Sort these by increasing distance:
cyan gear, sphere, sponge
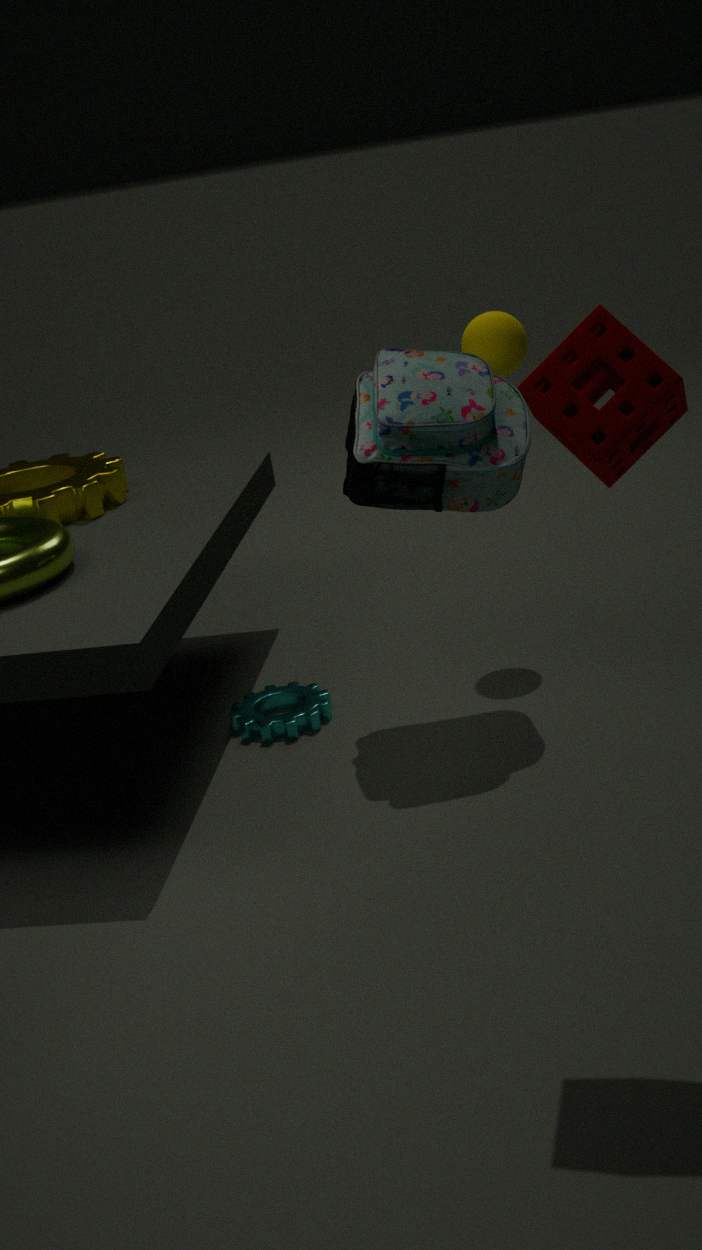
sponge → cyan gear → sphere
